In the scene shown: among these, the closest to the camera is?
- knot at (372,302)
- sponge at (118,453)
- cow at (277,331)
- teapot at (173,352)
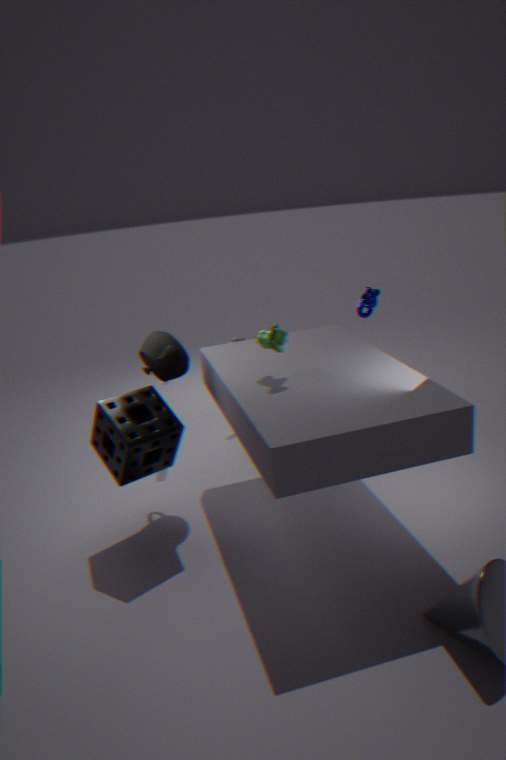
cow at (277,331)
